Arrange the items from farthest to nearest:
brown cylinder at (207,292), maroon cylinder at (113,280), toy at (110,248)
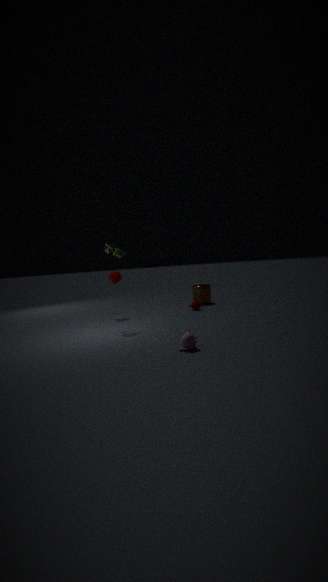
brown cylinder at (207,292), maroon cylinder at (113,280), toy at (110,248)
